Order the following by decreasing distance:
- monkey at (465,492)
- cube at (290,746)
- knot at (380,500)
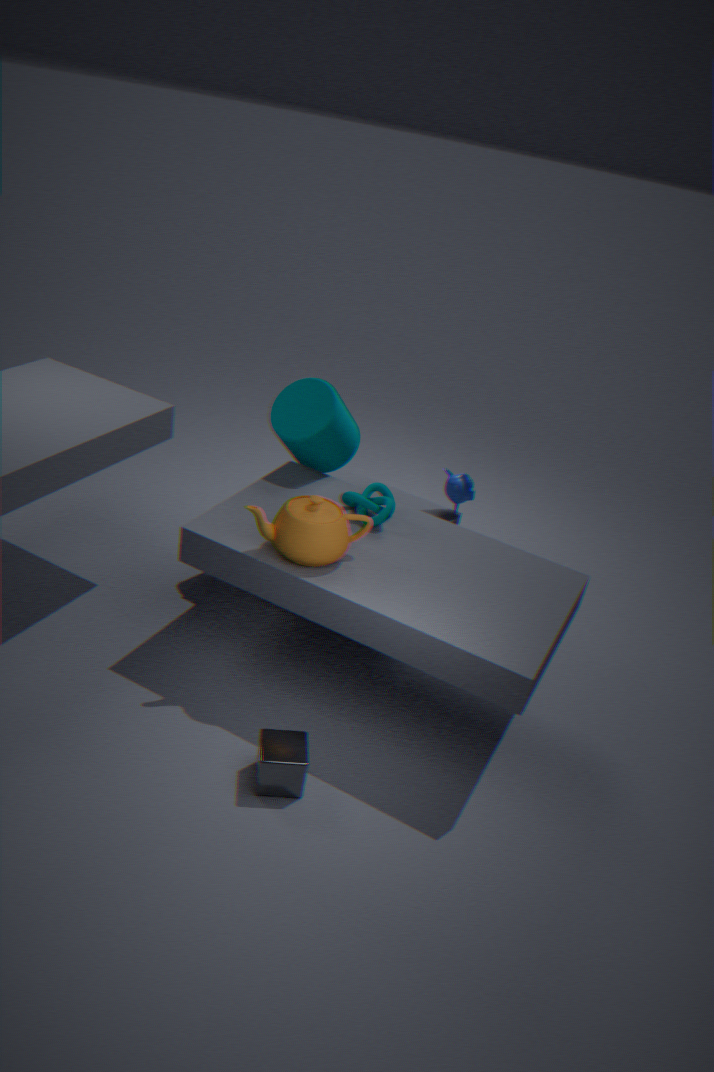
monkey at (465,492)
knot at (380,500)
cube at (290,746)
